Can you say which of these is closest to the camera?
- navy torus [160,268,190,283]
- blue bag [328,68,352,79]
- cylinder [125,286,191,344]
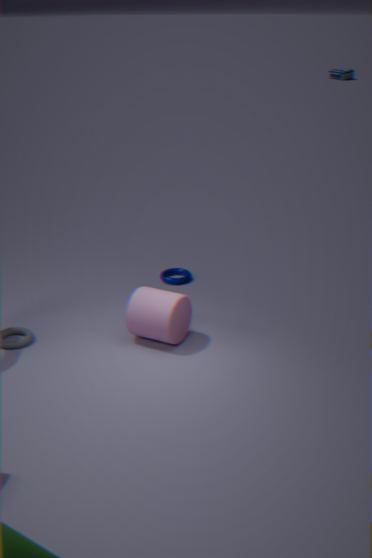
cylinder [125,286,191,344]
